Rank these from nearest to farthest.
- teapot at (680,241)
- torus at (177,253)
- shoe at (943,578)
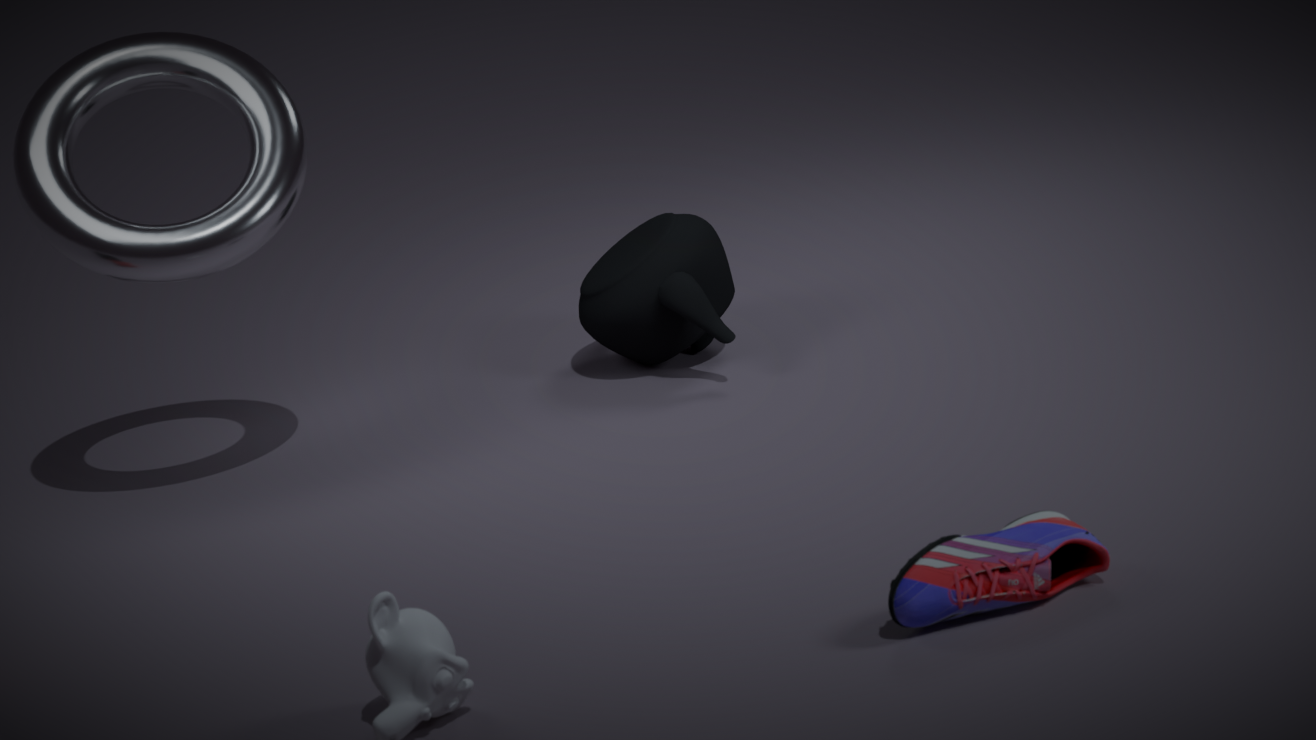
shoe at (943,578)
torus at (177,253)
teapot at (680,241)
